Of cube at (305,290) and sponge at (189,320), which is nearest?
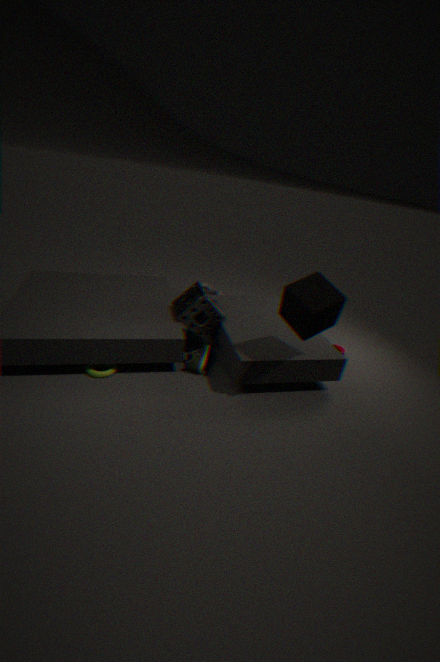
cube at (305,290)
